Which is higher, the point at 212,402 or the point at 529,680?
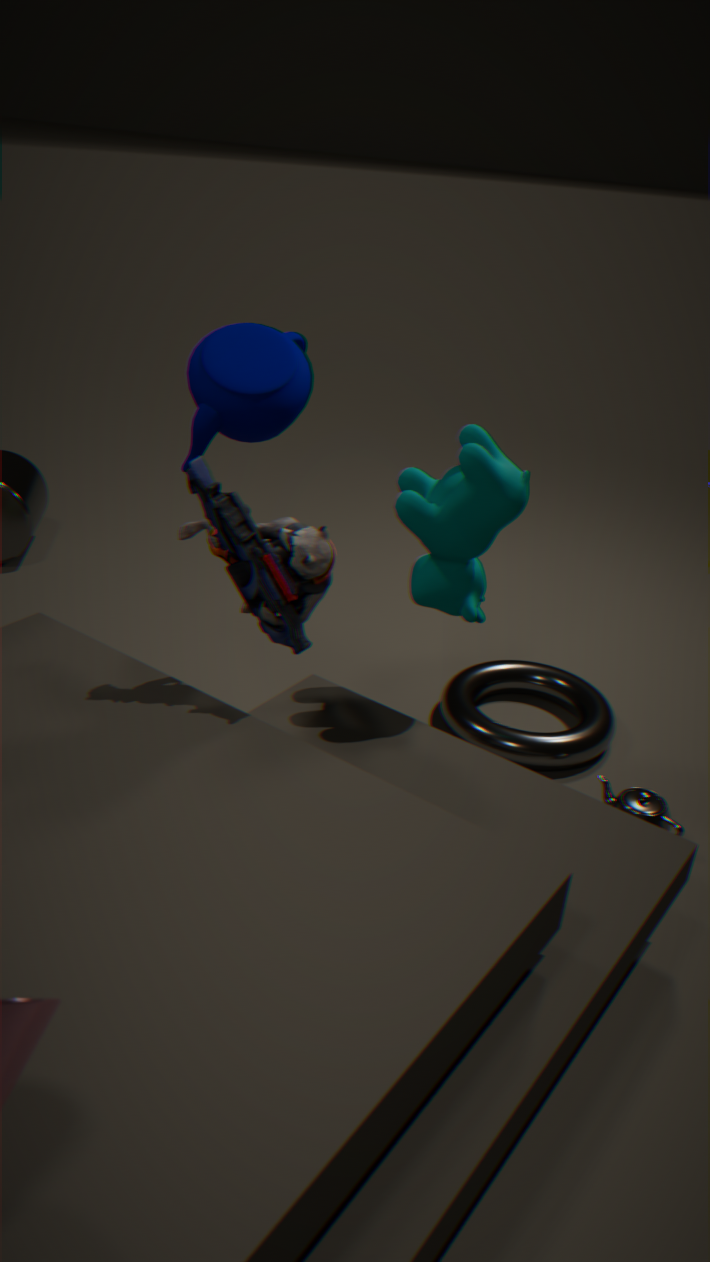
the point at 212,402
